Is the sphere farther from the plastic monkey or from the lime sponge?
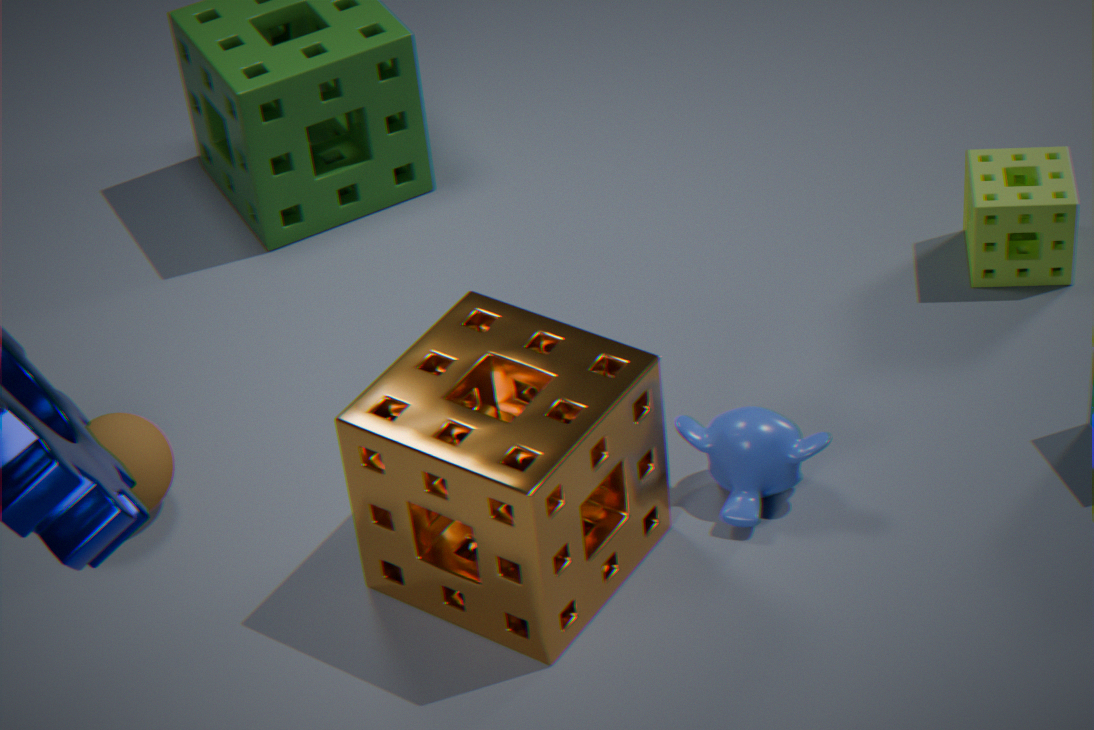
the lime sponge
